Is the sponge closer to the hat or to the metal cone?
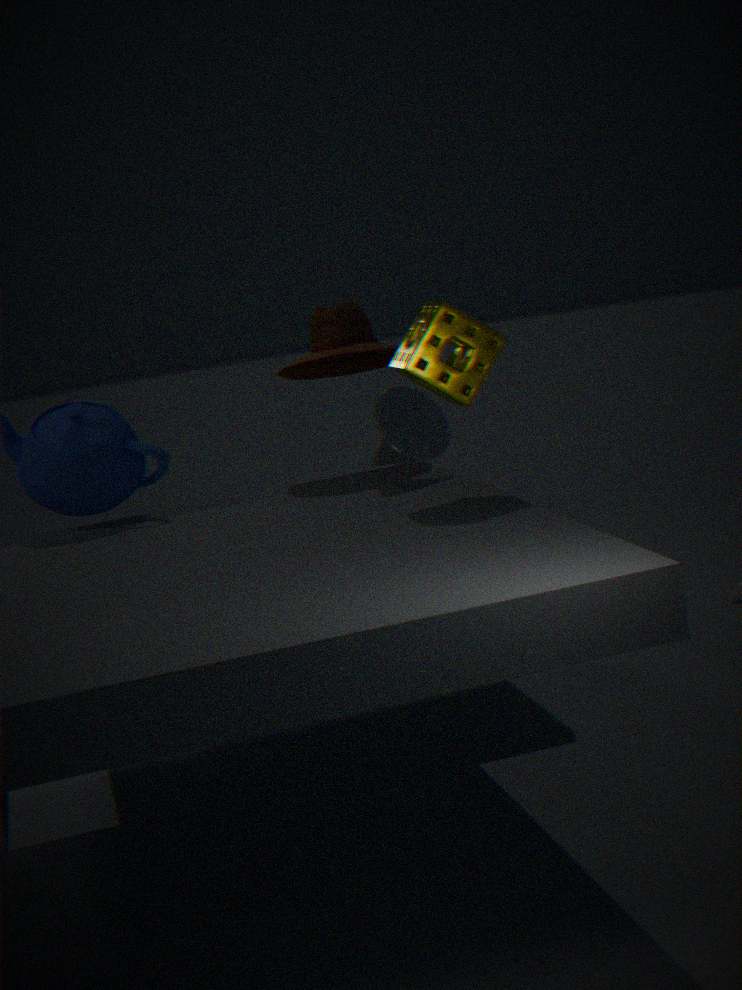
the metal cone
